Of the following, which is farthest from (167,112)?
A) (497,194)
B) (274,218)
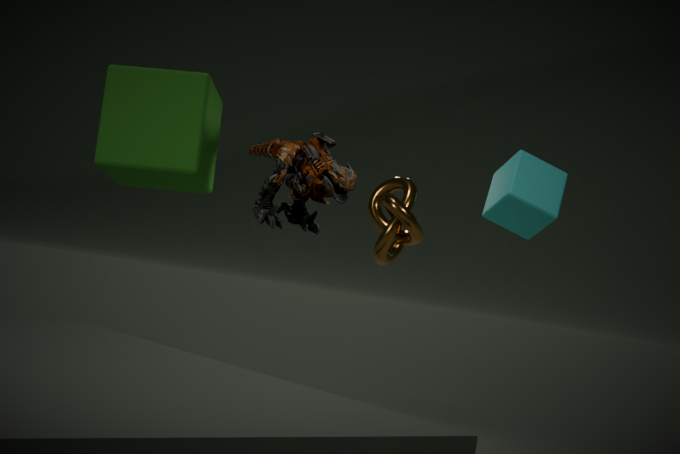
(497,194)
